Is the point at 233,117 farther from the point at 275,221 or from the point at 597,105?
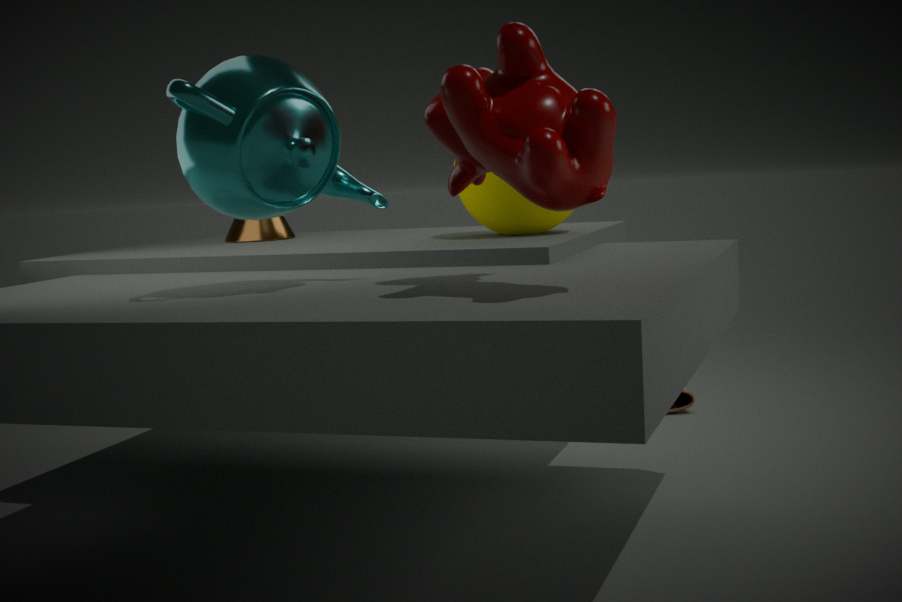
the point at 275,221
